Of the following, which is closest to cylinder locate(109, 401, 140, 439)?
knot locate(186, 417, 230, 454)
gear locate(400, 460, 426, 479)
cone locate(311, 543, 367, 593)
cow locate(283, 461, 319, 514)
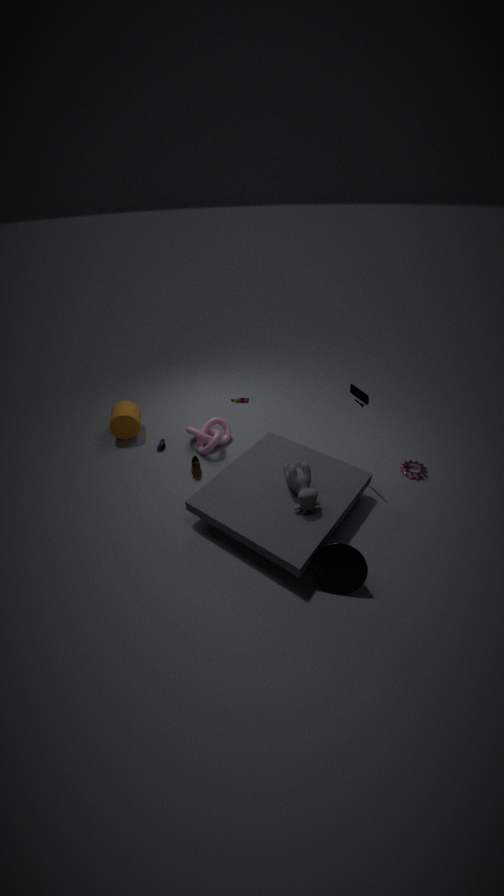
knot locate(186, 417, 230, 454)
